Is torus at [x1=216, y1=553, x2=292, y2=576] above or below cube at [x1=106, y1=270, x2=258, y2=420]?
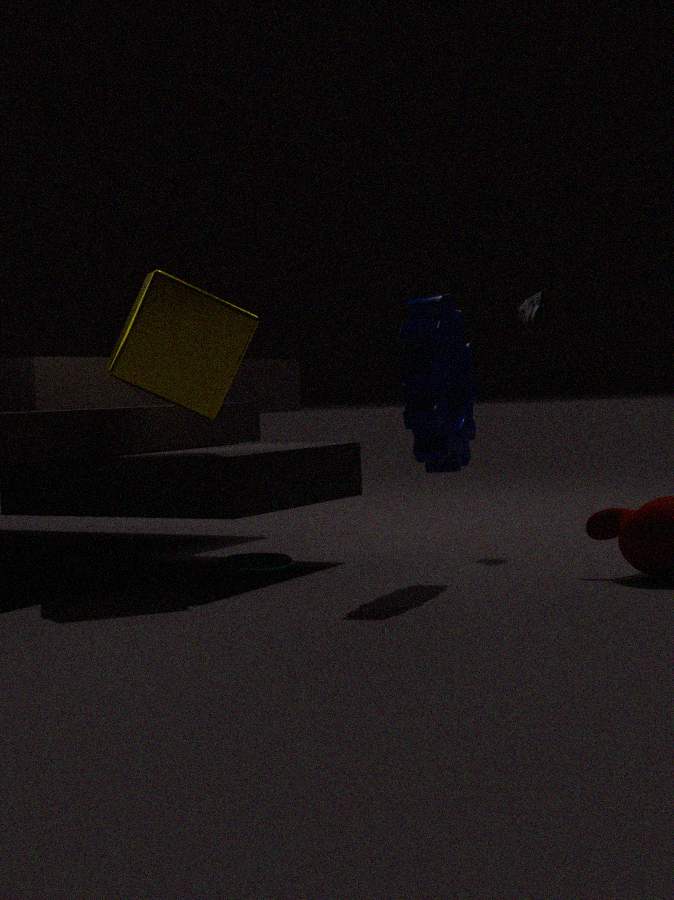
below
